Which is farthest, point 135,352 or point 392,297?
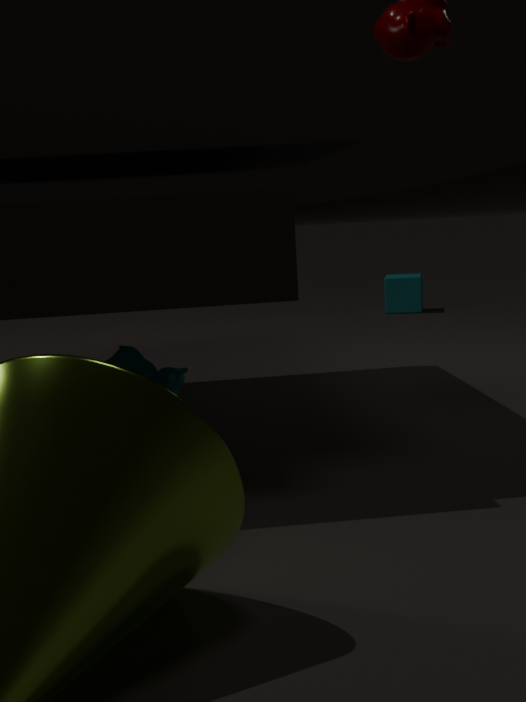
point 392,297
